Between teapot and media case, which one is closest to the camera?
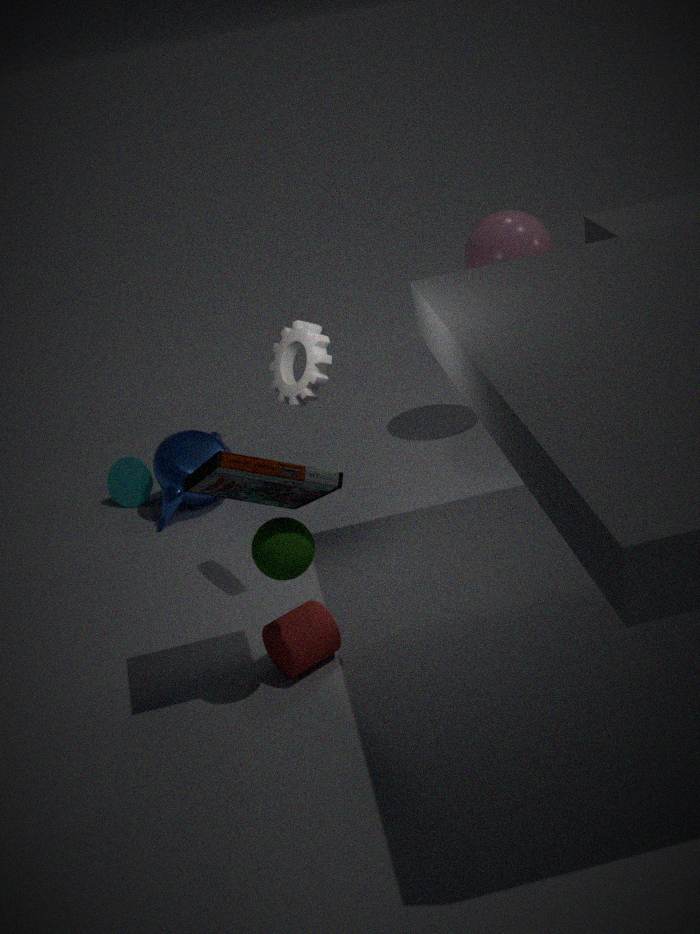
media case
